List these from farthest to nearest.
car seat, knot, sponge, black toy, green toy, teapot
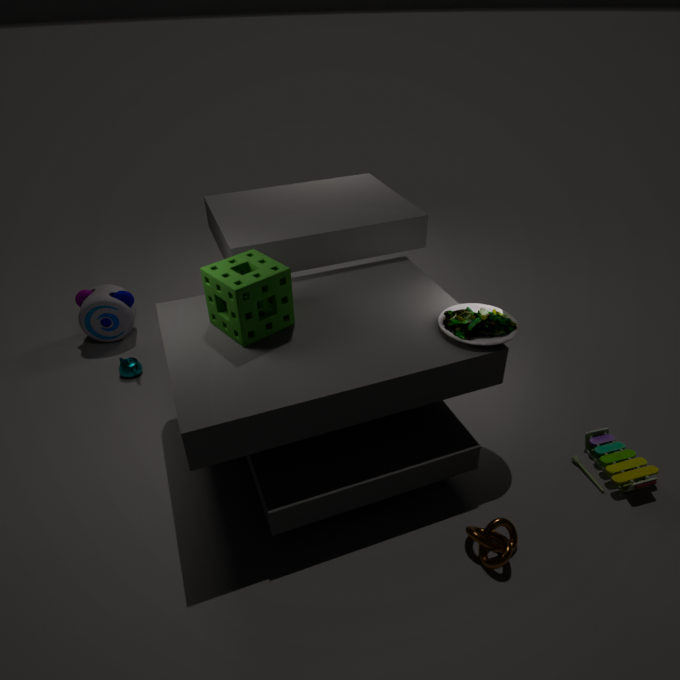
black toy, teapot, green toy, car seat, sponge, knot
